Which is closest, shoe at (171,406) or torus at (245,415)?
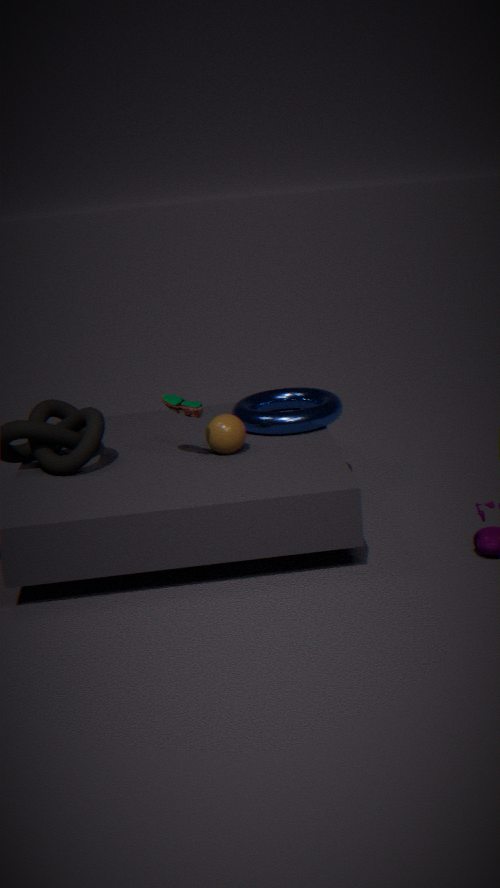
shoe at (171,406)
